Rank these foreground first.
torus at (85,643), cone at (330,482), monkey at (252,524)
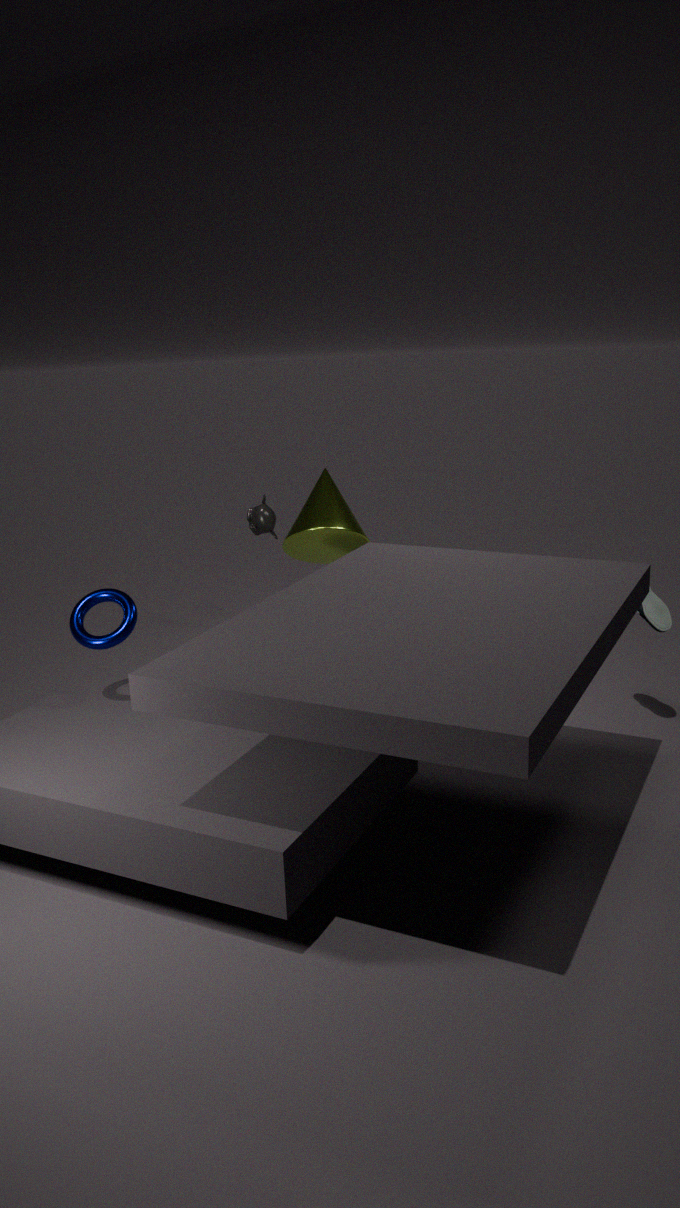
torus at (85,643)
cone at (330,482)
monkey at (252,524)
